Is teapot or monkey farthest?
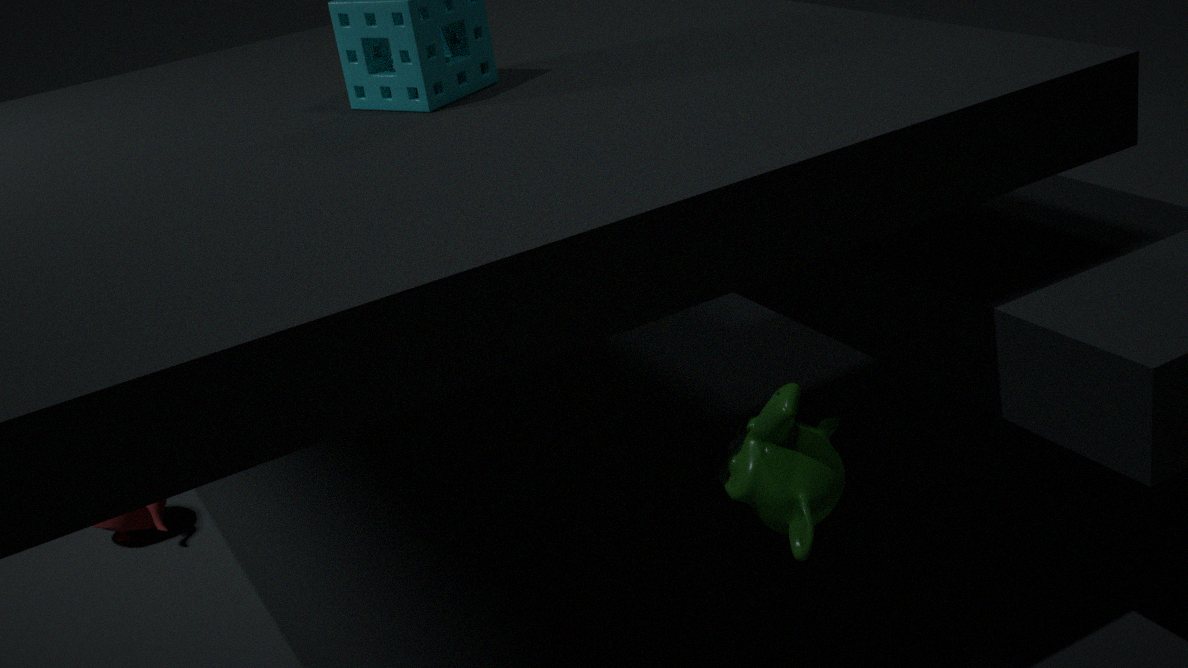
teapot
